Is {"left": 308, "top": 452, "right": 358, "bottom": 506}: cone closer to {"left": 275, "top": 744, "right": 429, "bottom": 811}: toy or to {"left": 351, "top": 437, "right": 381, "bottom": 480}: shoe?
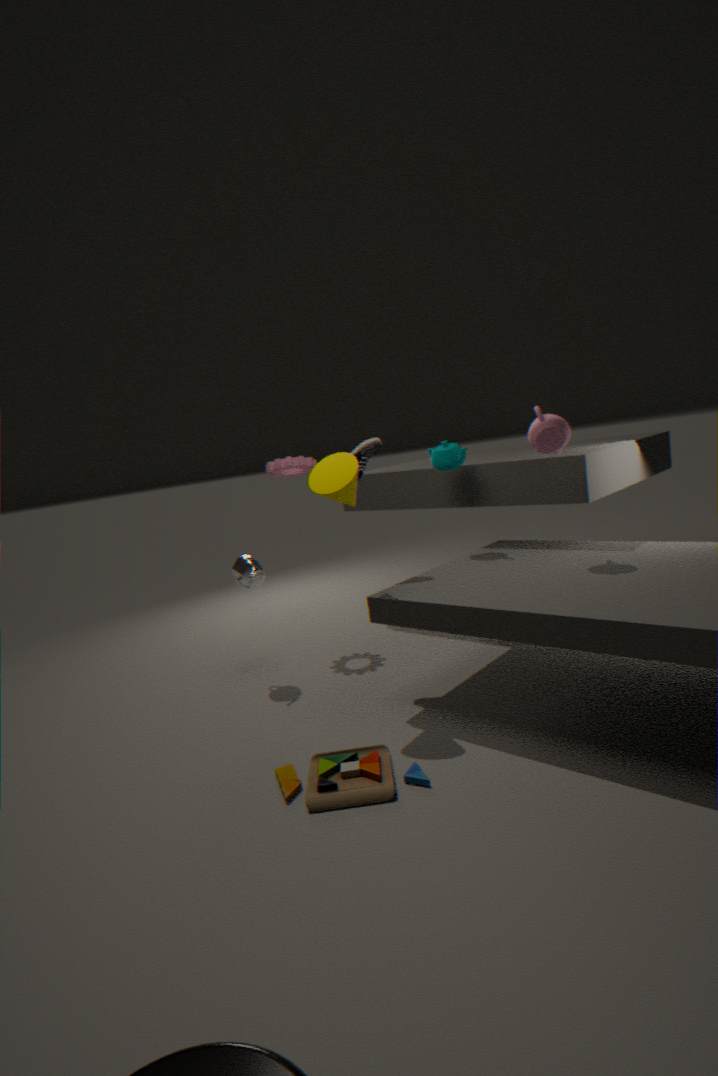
{"left": 351, "top": 437, "right": 381, "bottom": 480}: shoe
